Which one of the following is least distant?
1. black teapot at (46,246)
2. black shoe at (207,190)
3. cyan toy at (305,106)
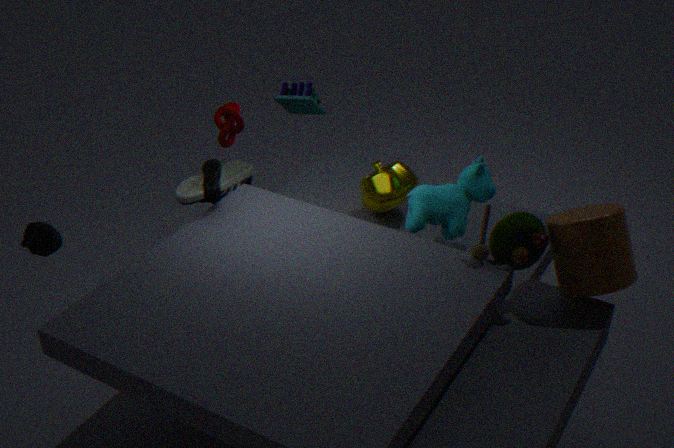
black teapot at (46,246)
